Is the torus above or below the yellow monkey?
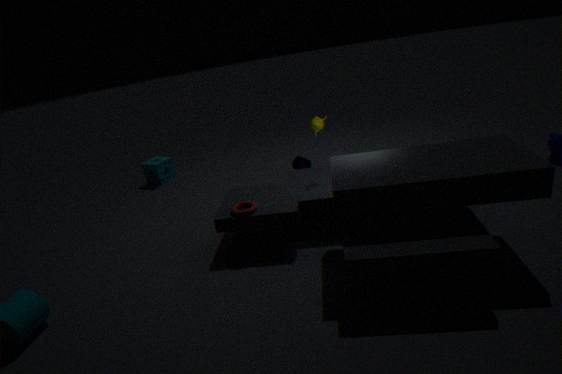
below
